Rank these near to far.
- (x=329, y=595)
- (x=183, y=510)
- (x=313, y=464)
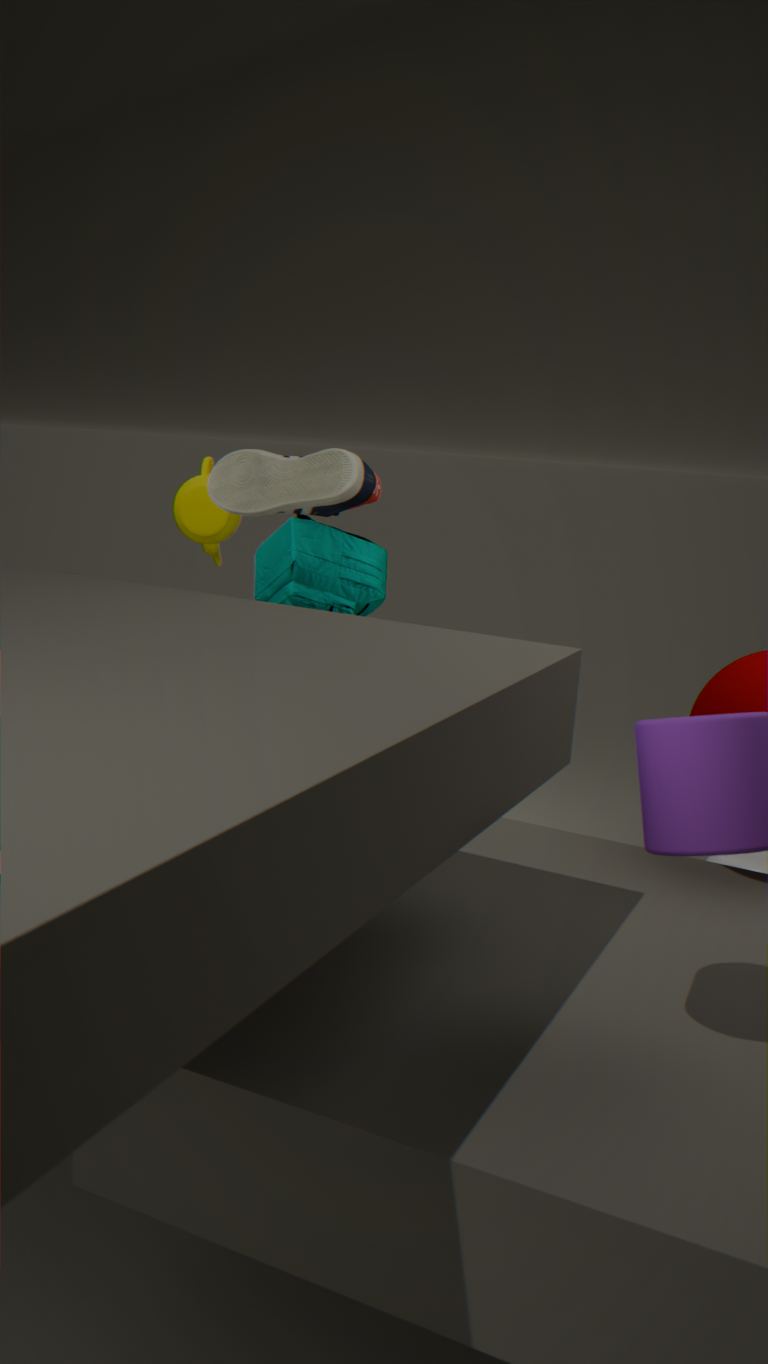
(x=313, y=464) < (x=329, y=595) < (x=183, y=510)
